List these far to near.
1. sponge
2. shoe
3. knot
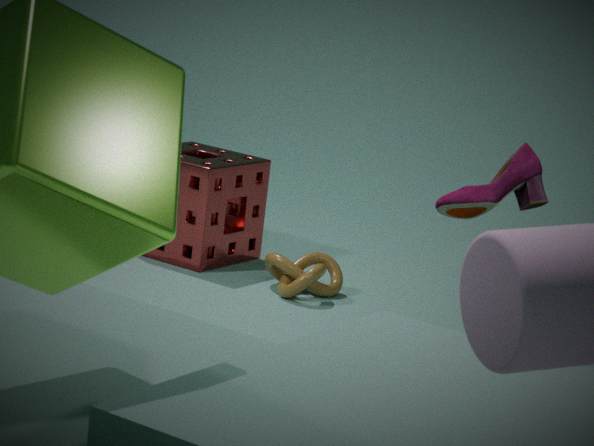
sponge, knot, shoe
